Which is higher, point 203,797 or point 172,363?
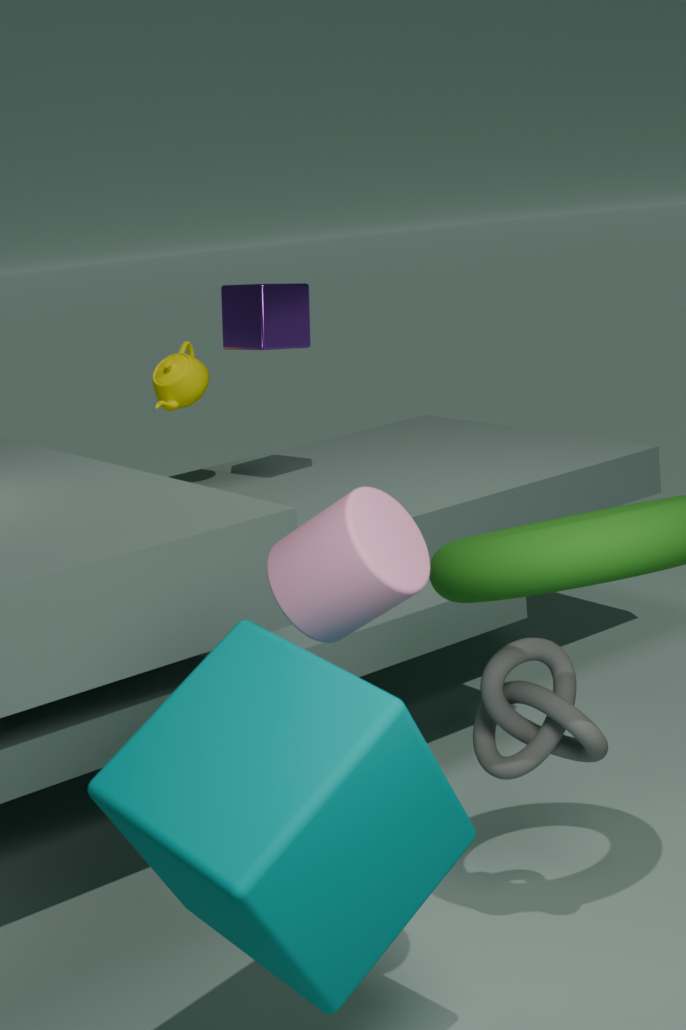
point 172,363
